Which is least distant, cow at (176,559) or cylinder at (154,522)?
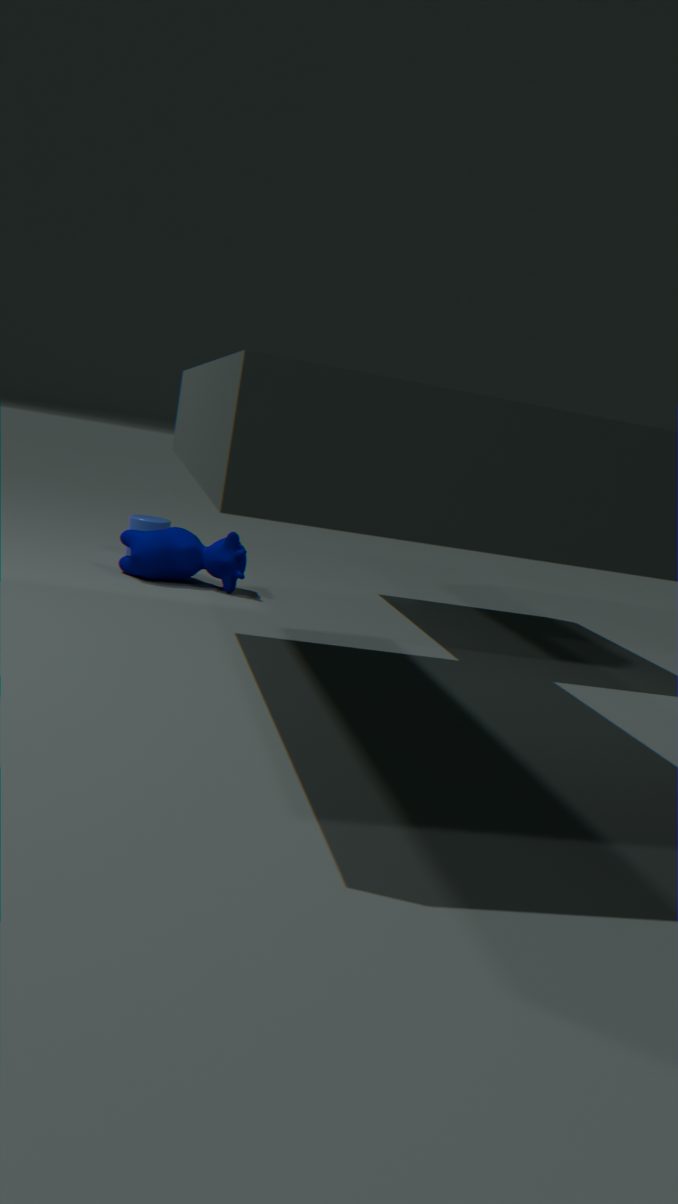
cow at (176,559)
